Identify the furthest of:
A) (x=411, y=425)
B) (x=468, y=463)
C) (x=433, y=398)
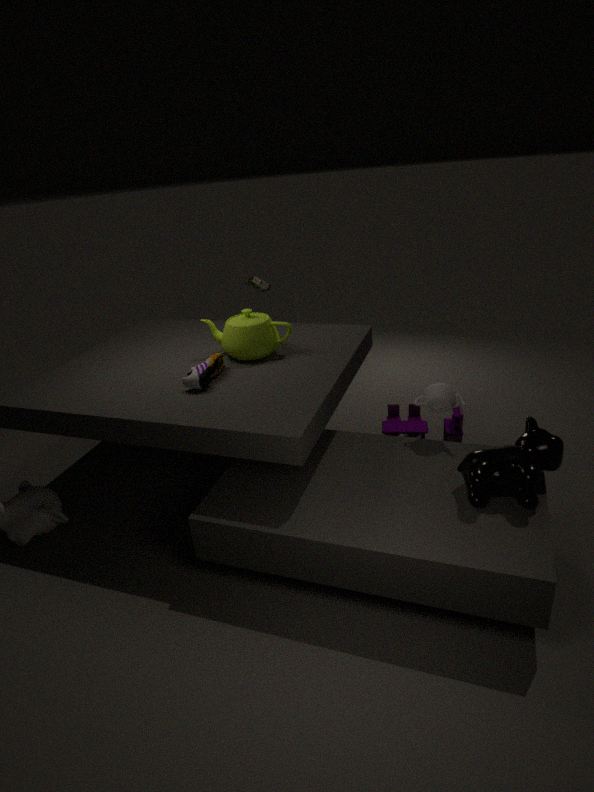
(x=411, y=425)
